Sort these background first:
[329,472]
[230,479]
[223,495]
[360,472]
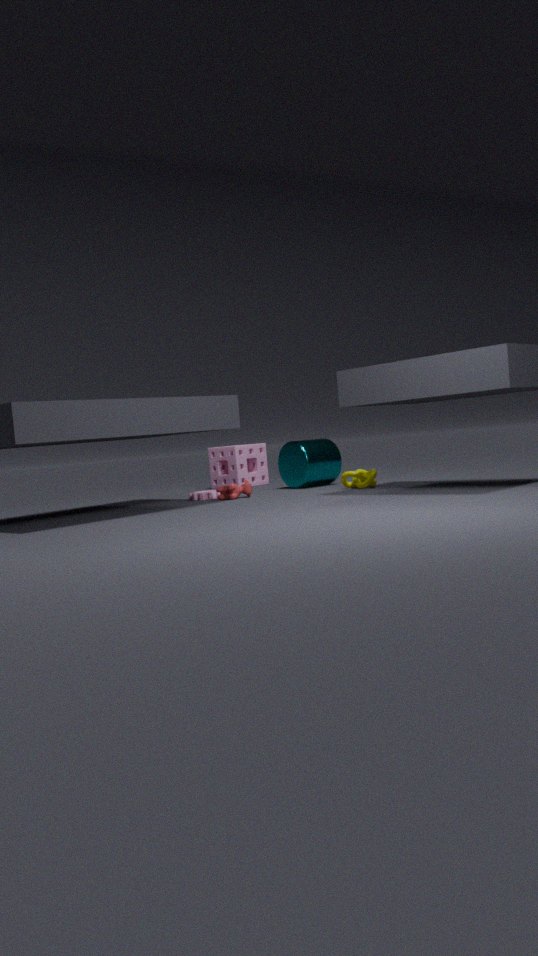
1. [230,479]
2. [329,472]
3. [360,472]
4. [223,495]
